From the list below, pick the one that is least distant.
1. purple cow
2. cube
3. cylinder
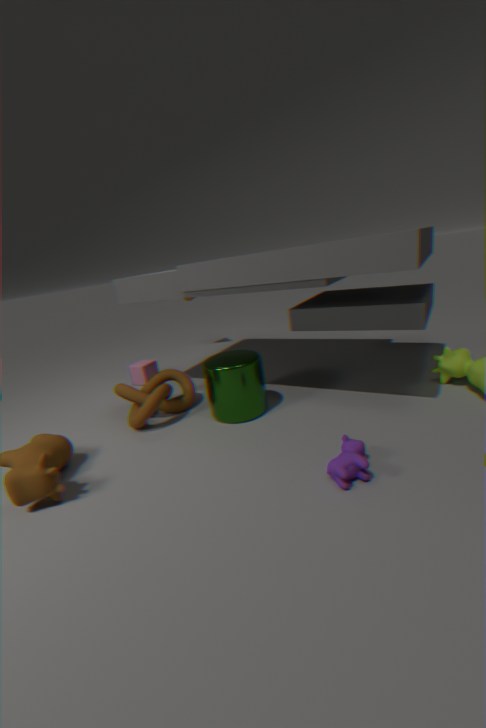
purple cow
